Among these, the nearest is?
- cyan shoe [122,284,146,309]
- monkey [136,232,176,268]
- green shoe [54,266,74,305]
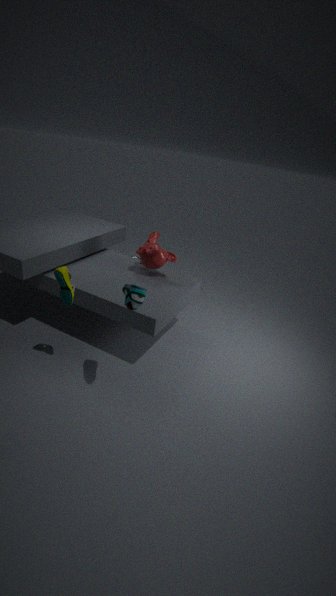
cyan shoe [122,284,146,309]
